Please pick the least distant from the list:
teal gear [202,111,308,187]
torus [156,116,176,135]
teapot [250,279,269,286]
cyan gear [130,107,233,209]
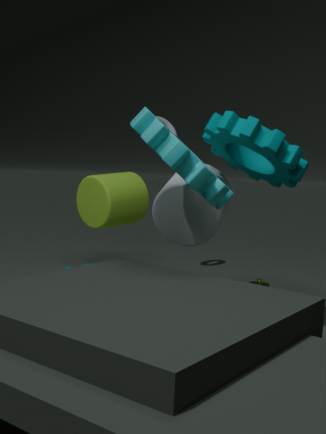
cyan gear [130,107,233,209]
